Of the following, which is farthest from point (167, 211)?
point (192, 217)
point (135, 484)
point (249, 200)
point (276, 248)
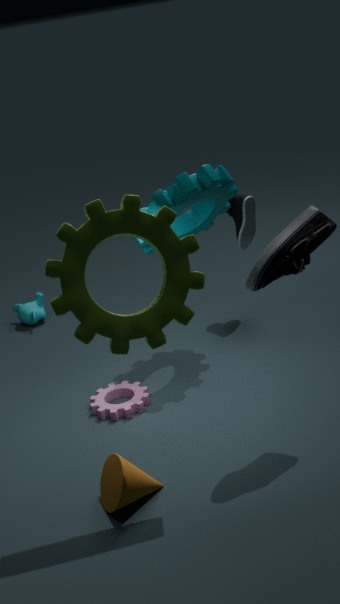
point (249, 200)
